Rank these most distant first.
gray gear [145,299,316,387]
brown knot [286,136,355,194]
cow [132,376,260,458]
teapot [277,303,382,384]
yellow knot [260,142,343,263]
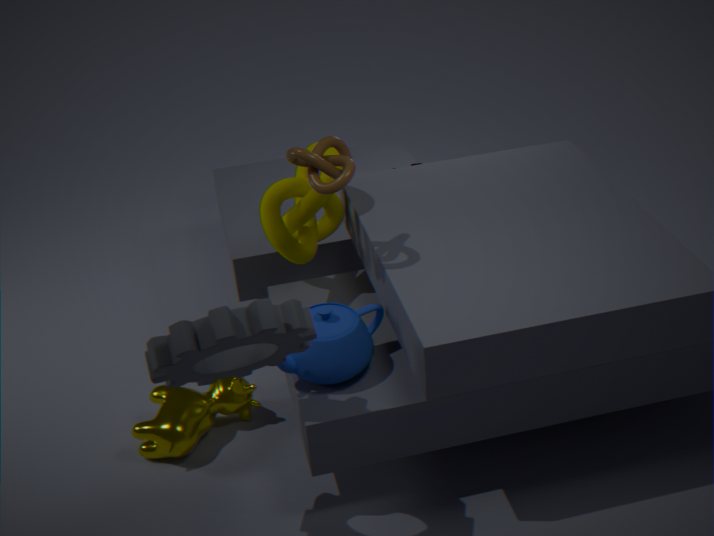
cow [132,376,260,458], yellow knot [260,142,343,263], teapot [277,303,382,384], brown knot [286,136,355,194], gray gear [145,299,316,387]
